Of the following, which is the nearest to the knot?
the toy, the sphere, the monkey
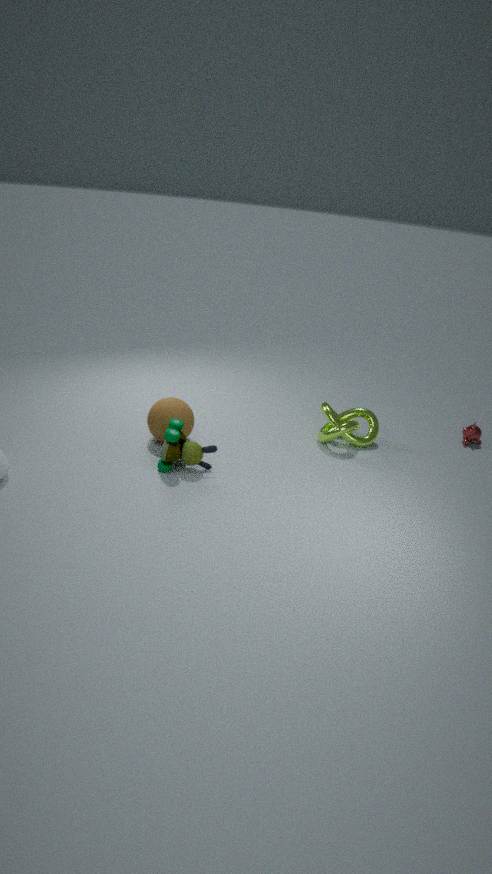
the monkey
